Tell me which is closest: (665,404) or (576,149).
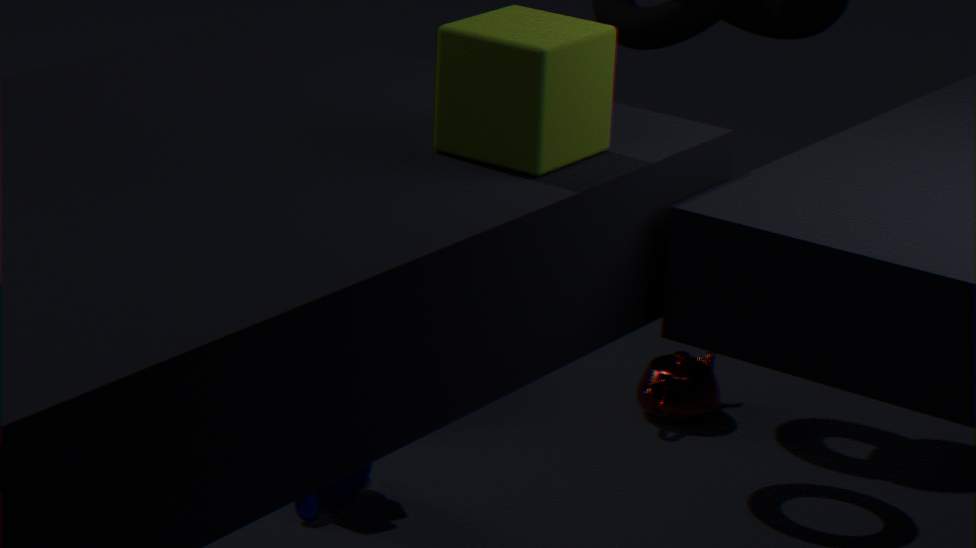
(576,149)
